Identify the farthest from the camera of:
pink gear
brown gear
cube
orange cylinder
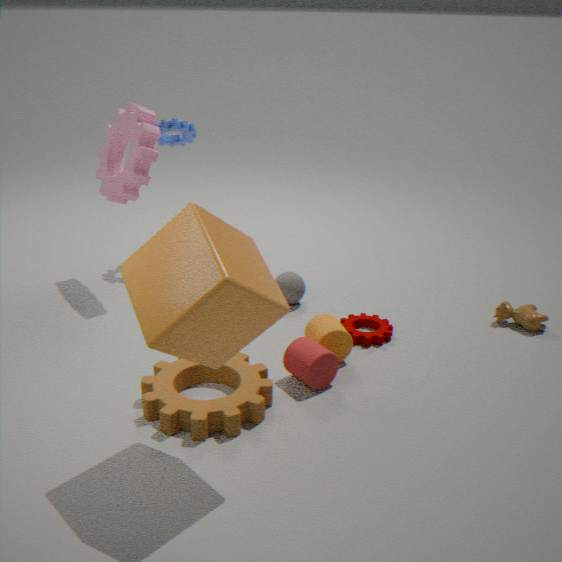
pink gear
